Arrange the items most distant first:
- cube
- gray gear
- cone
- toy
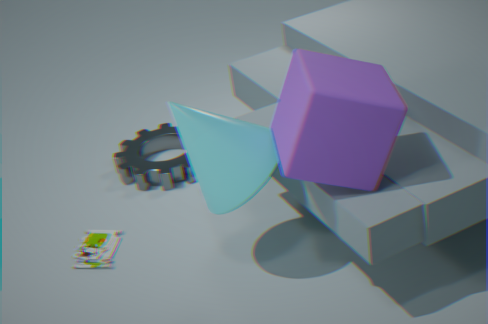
gray gear < toy < cone < cube
